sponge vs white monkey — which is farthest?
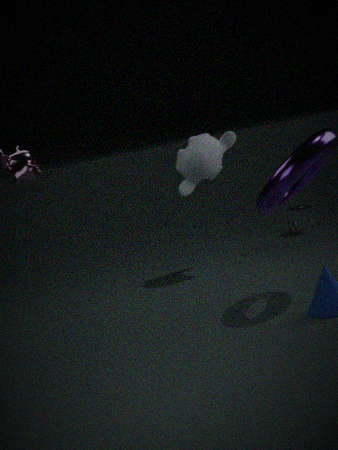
sponge
